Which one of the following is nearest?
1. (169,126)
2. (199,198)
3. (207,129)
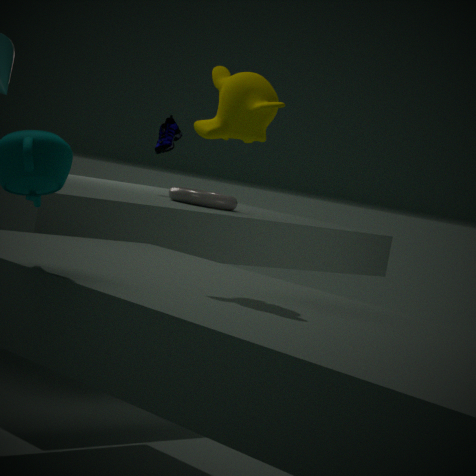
(207,129)
